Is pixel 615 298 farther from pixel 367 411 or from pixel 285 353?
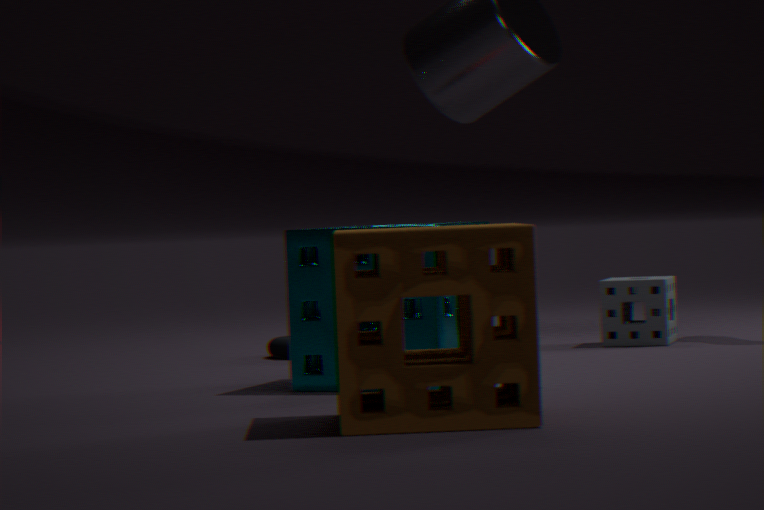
pixel 367 411
